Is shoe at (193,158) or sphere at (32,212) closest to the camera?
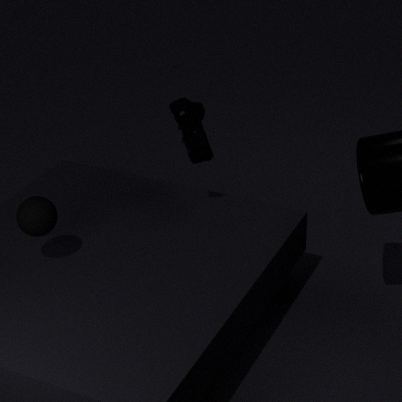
sphere at (32,212)
